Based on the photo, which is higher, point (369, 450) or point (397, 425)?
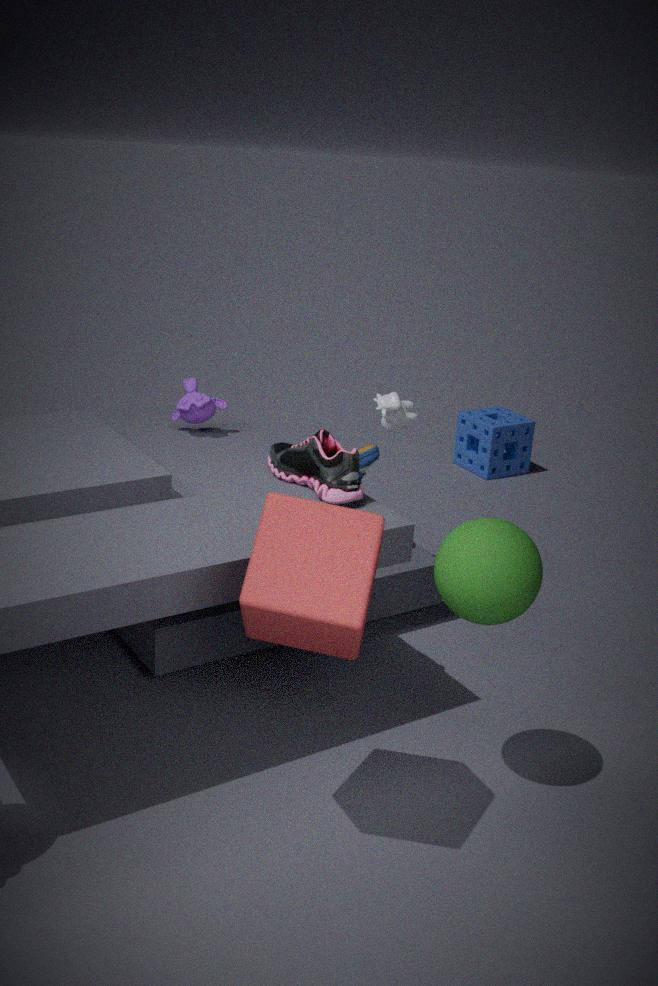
point (397, 425)
